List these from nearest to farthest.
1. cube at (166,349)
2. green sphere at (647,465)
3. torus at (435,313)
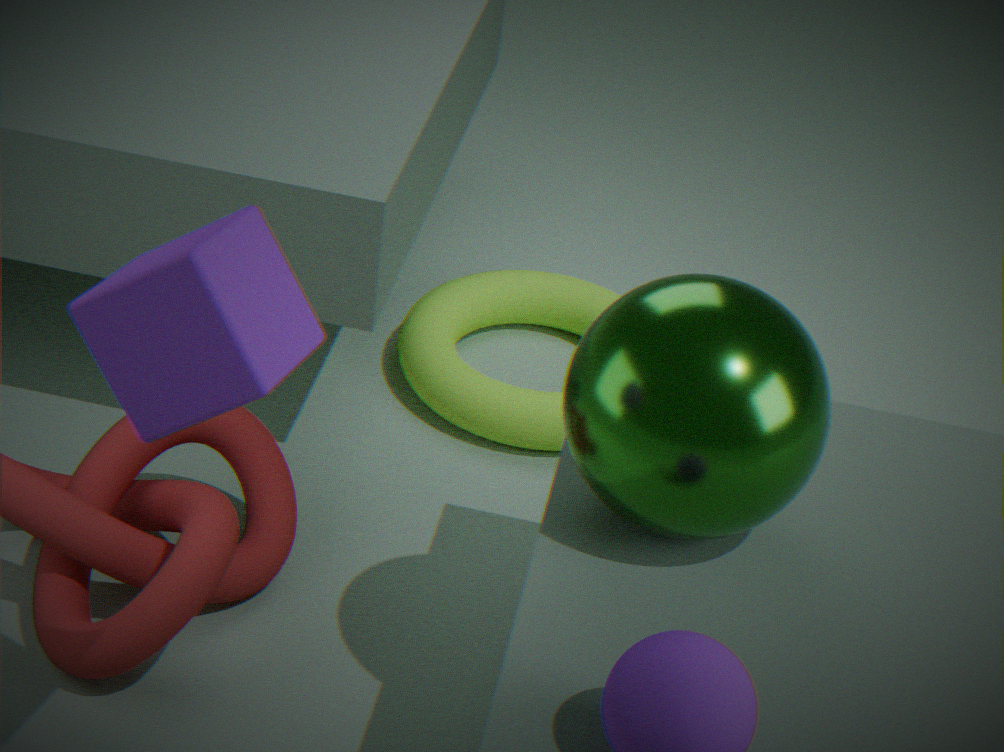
cube at (166,349)
green sphere at (647,465)
torus at (435,313)
